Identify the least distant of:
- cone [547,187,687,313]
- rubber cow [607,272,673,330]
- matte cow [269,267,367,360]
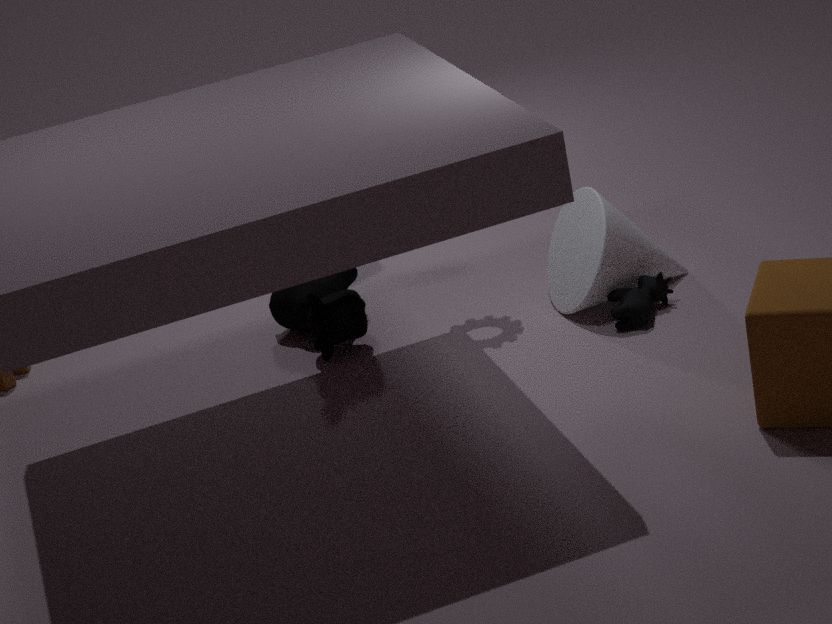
rubber cow [607,272,673,330]
